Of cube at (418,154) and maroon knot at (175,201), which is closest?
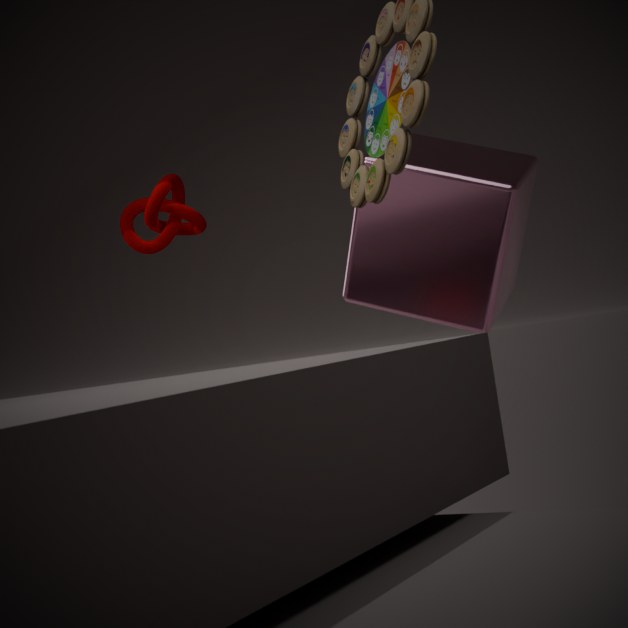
cube at (418,154)
